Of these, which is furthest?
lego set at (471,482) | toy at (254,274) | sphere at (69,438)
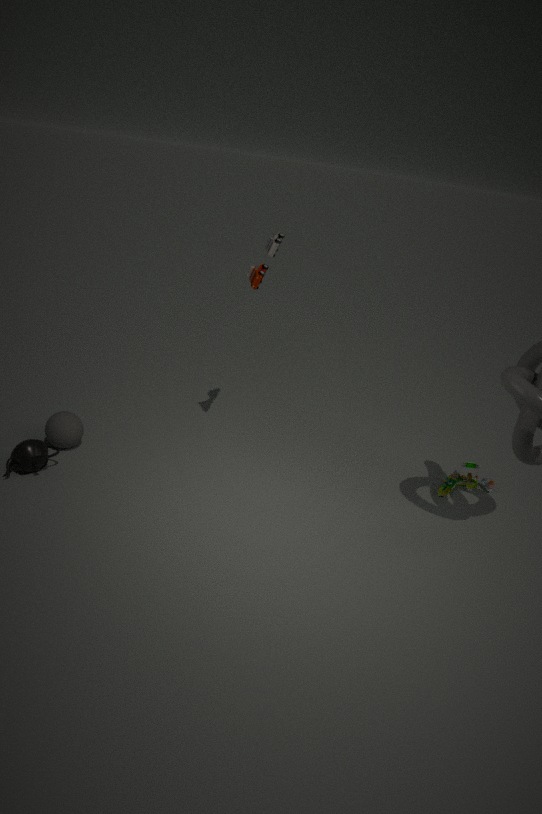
lego set at (471,482)
